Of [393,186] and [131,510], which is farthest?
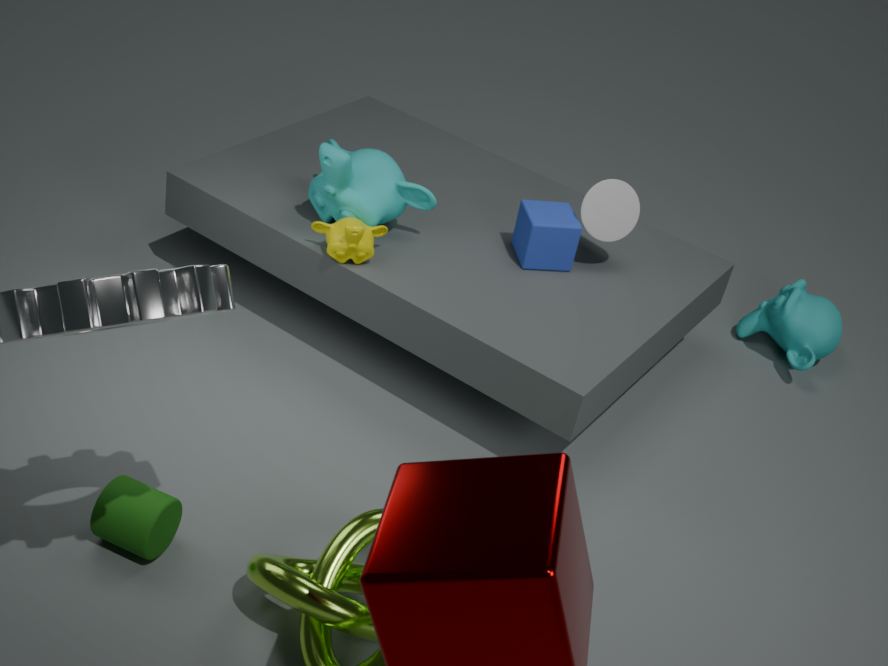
[393,186]
